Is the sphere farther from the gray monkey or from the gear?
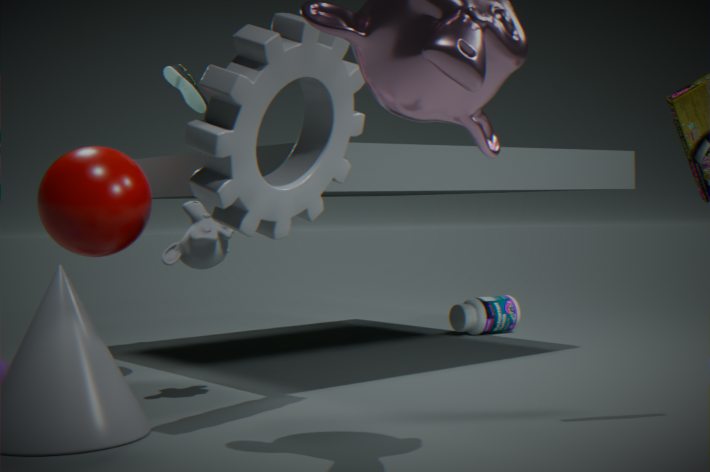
the gear
